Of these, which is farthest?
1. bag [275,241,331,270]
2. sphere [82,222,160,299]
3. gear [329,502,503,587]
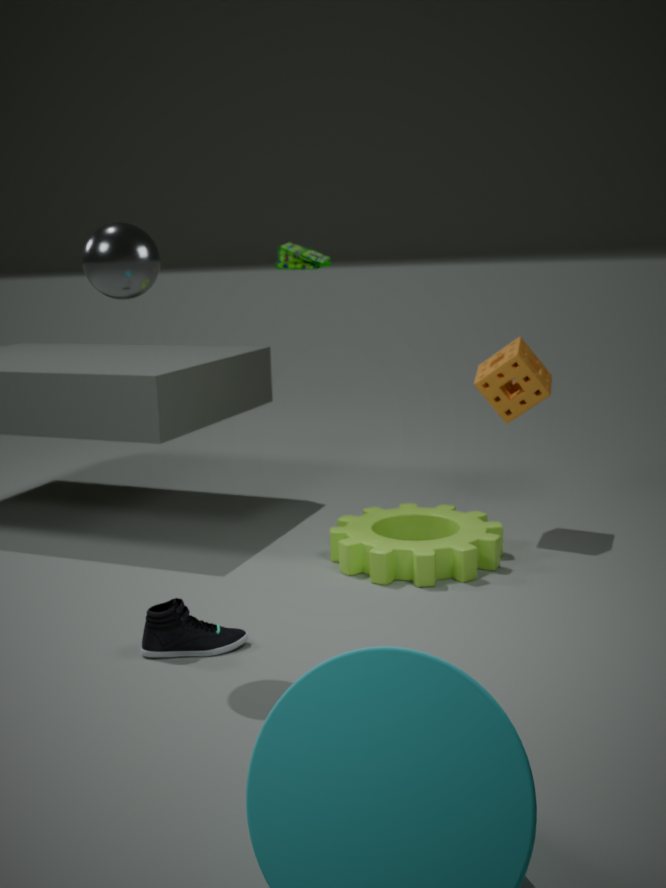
bag [275,241,331,270]
